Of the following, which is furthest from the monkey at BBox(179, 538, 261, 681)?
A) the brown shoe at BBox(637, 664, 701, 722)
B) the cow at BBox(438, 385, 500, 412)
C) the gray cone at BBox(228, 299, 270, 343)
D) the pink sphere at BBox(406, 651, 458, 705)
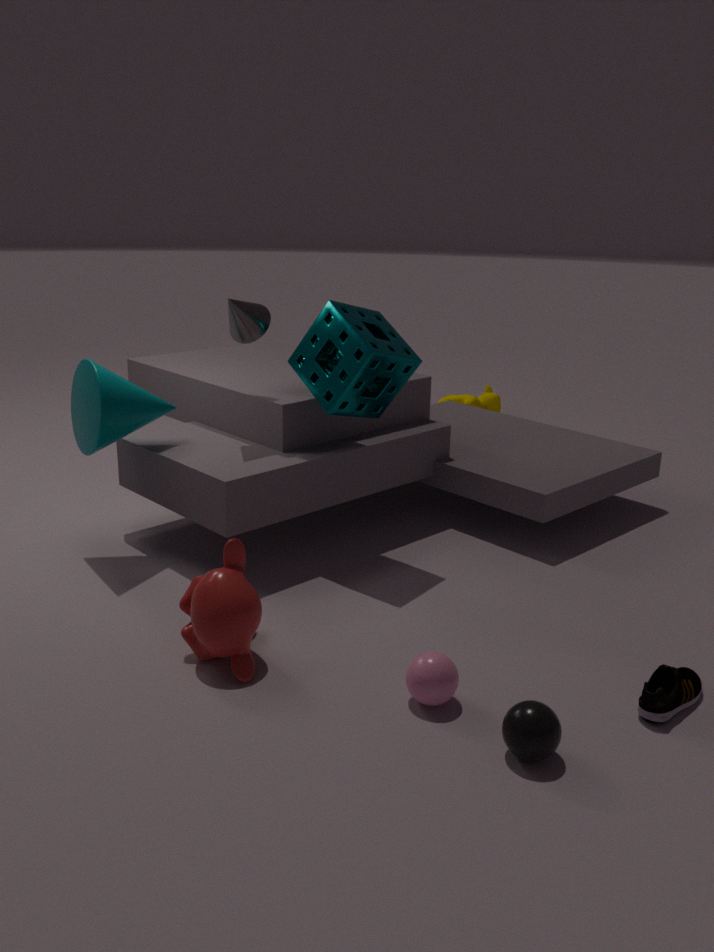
the cow at BBox(438, 385, 500, 412)
